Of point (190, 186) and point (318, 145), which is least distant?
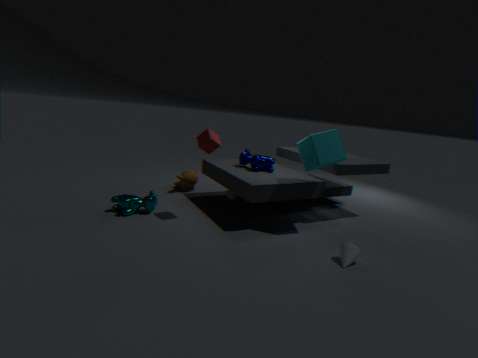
point (318, 145)
